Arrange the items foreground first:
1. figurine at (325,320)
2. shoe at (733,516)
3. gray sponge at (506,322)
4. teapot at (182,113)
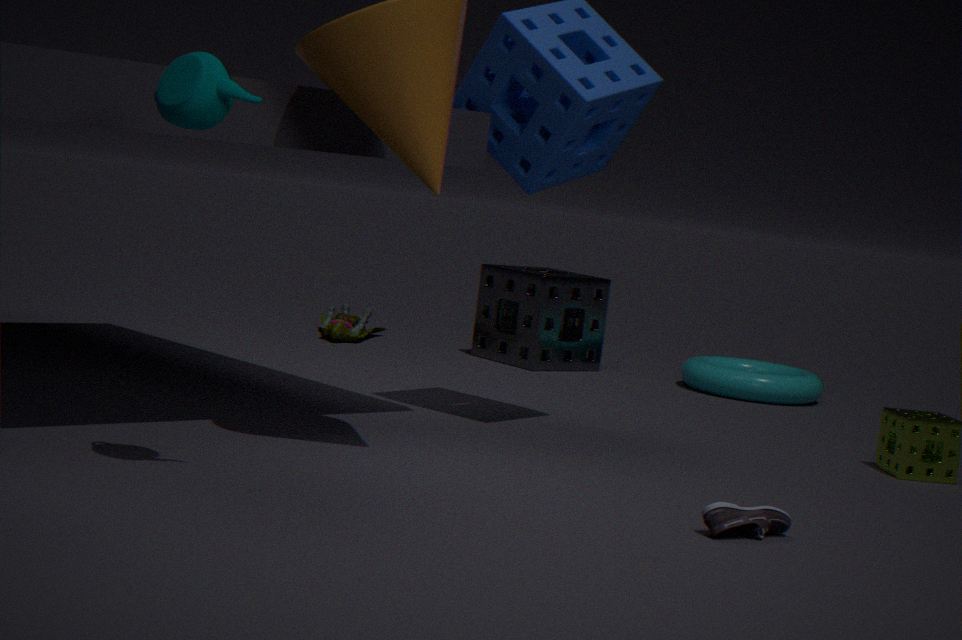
teapot at (182,113) → shoe at (733,516) → gray sponge at (506,322) → figurine at (325,320)
